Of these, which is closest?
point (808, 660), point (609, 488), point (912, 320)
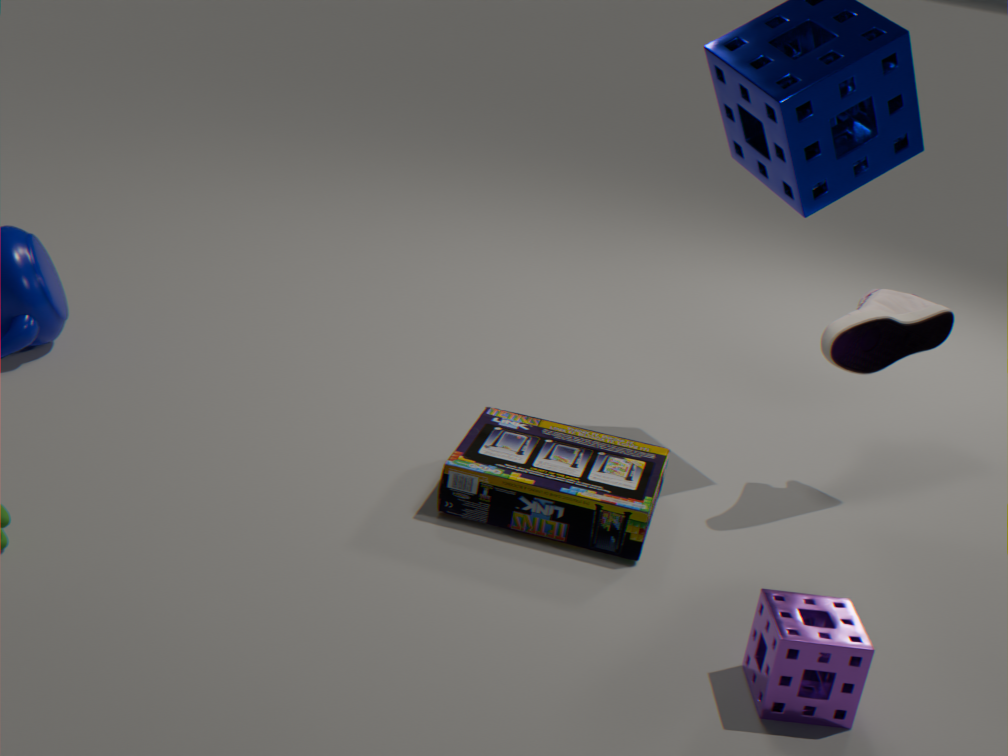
point (808, 660)
